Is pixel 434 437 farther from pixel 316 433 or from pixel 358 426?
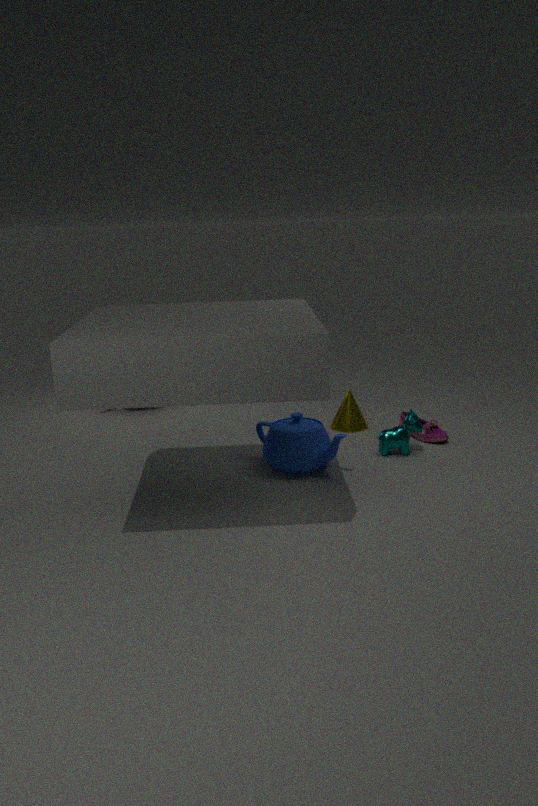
pixel 316 433
